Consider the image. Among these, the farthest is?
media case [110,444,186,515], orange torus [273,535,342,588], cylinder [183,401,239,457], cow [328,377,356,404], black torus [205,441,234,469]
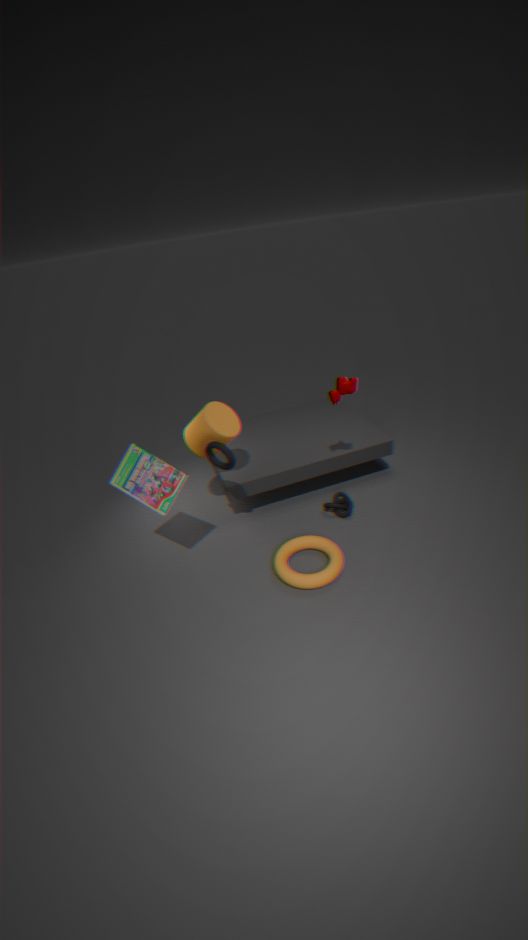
cylinder [183,401,239,457]
